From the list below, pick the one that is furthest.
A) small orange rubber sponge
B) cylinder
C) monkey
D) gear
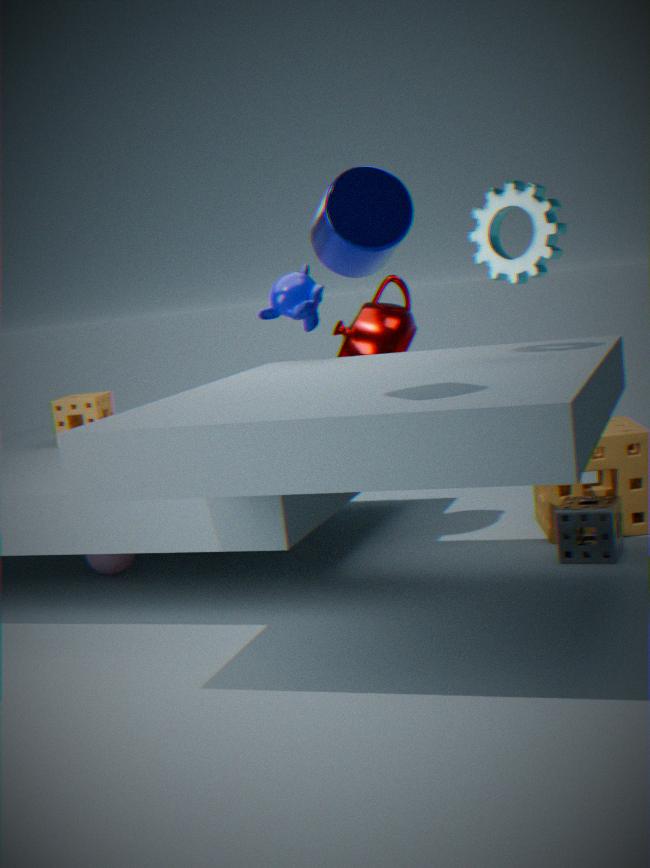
Answer: A. small orange rubber sponge
